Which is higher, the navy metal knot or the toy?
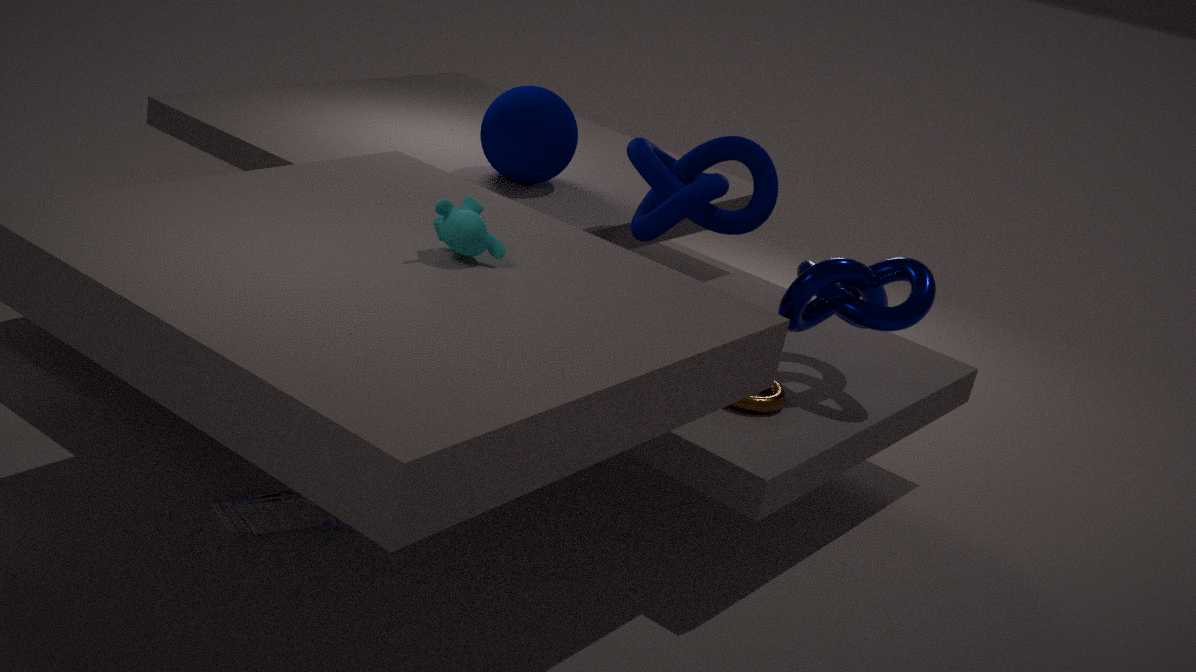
the navy metal knot
